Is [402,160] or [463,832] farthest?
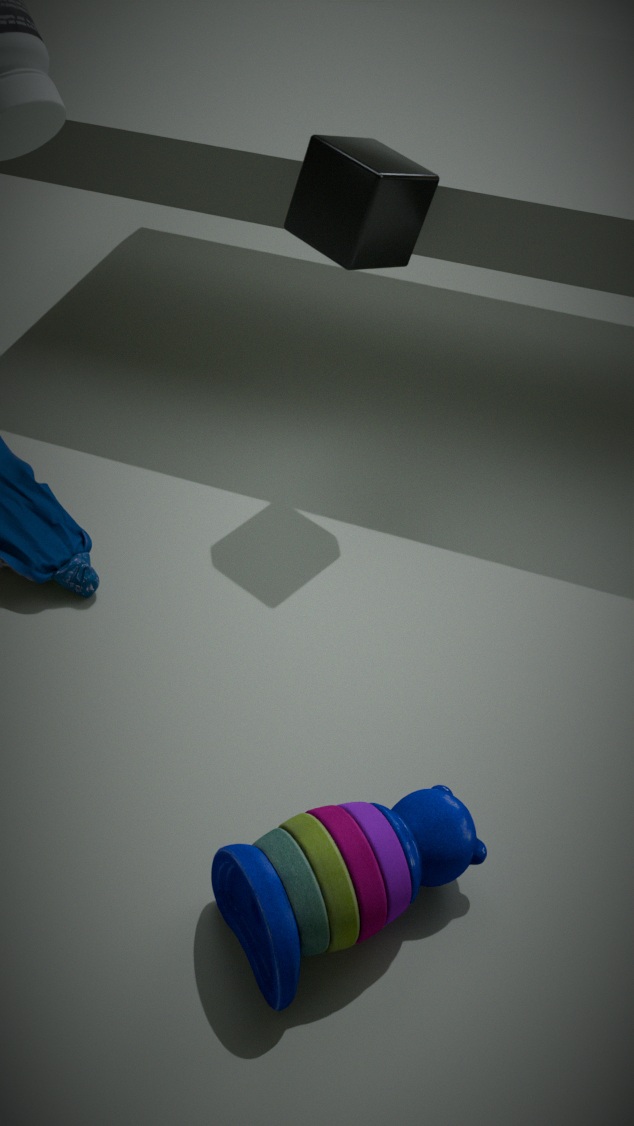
[402,160]
